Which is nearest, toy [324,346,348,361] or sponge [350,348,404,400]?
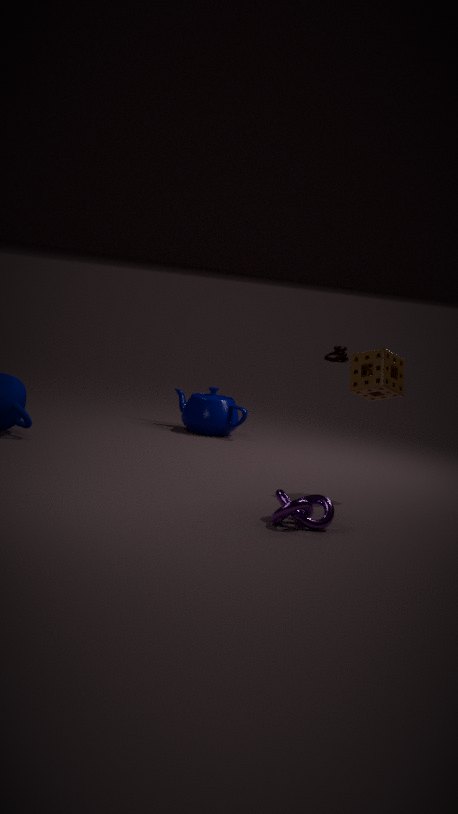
sponge [350,348,404,400]
